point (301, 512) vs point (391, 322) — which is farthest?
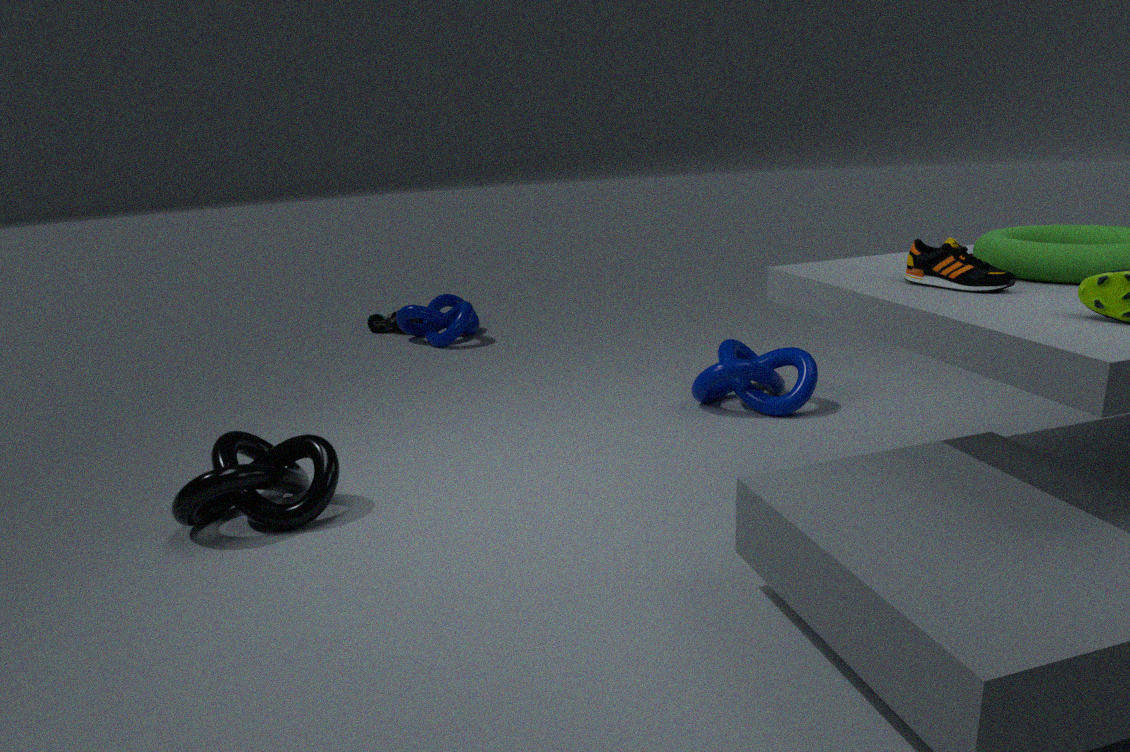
point (391, 322)
